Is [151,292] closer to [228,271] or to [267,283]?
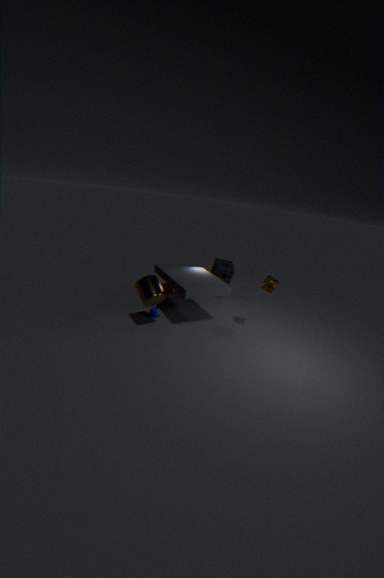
[267,283]
